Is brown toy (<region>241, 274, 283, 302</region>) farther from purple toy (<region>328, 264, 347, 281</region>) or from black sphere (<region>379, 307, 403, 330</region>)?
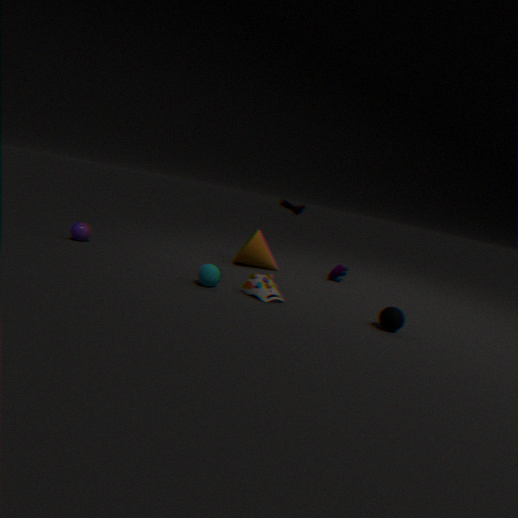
purple toy (<region>328, 264, 347, 281</region>)
